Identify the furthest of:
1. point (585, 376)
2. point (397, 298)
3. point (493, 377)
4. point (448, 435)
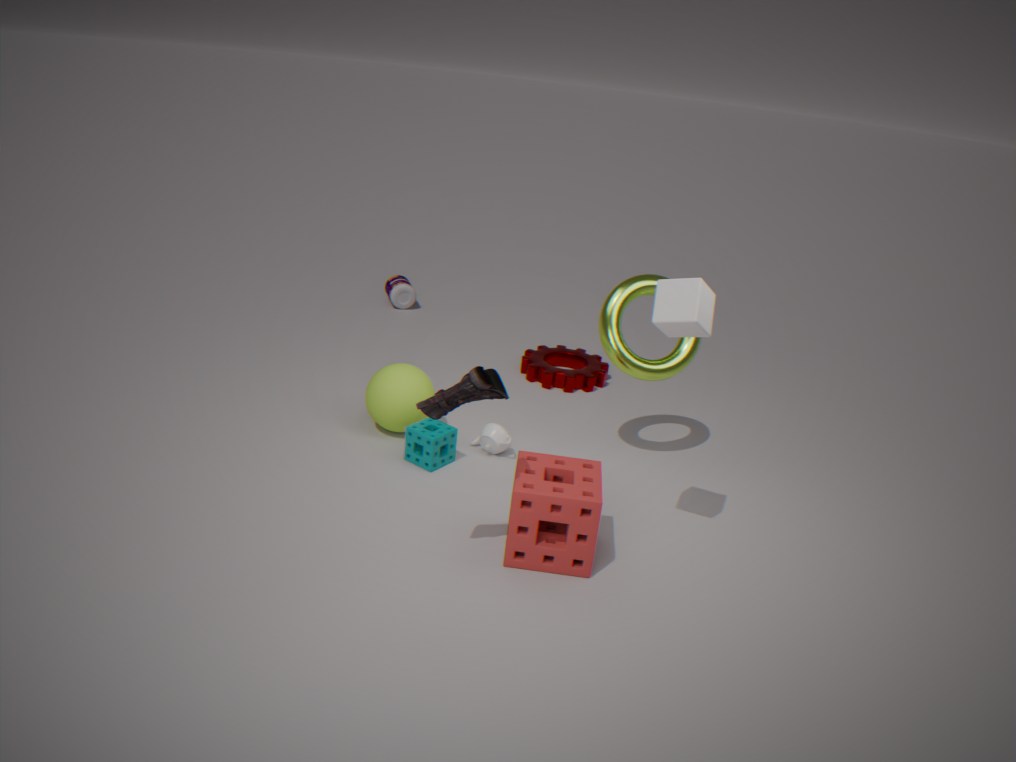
point (397, 298)
